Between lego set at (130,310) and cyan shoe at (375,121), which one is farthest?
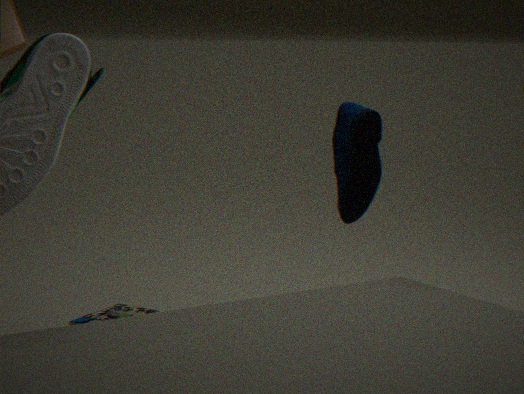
lego set at (130,310)
